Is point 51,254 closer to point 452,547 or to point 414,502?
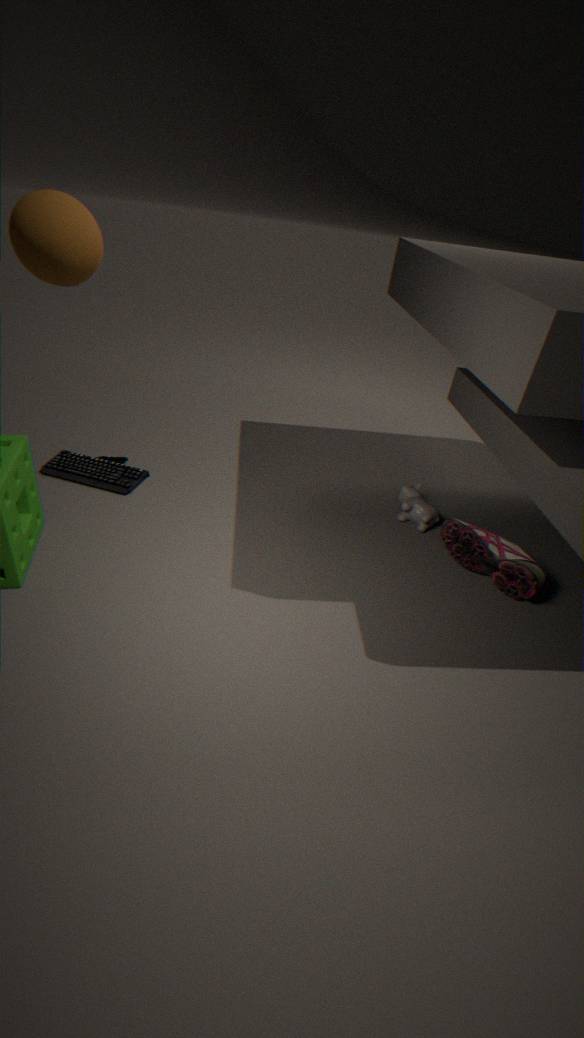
point 414,502
